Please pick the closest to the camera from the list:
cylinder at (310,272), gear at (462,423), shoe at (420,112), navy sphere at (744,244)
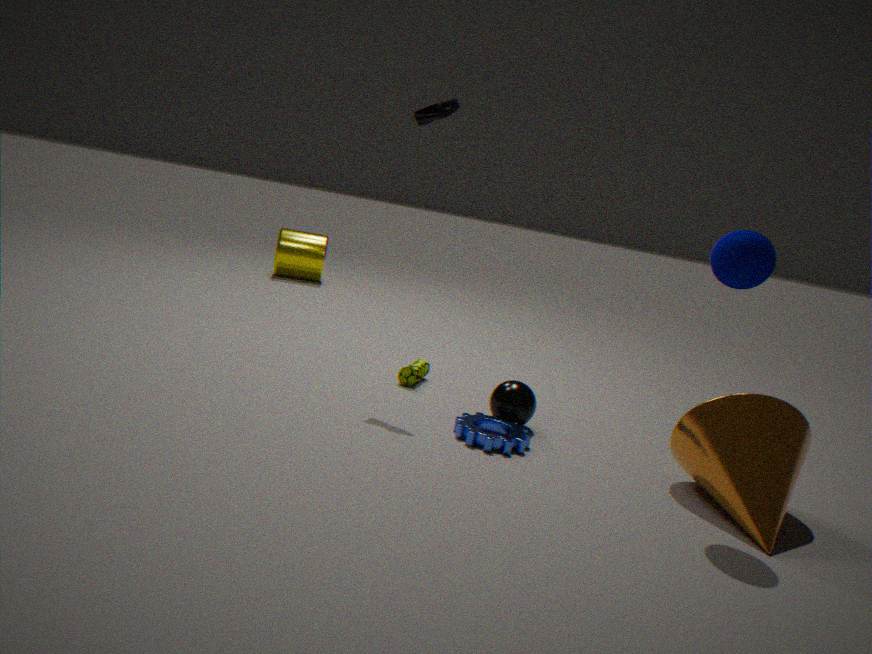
navy sphere at (744,244)
